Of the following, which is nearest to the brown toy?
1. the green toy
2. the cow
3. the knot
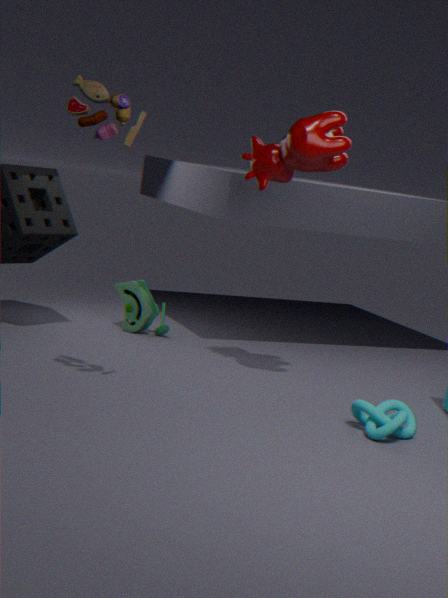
the cow
